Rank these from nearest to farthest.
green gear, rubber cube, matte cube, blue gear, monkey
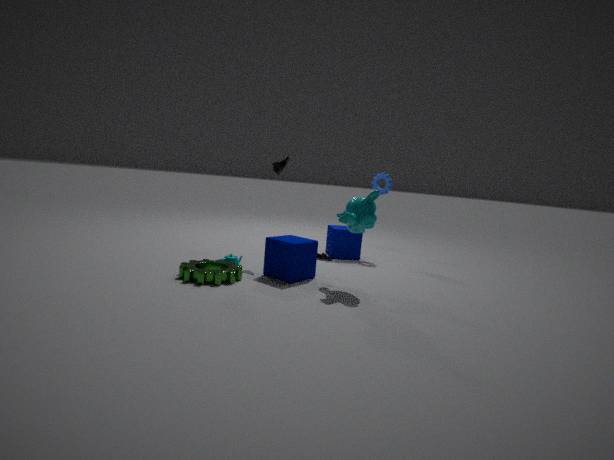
green gear, monkey, matte cube, rubber cube, blue gear
